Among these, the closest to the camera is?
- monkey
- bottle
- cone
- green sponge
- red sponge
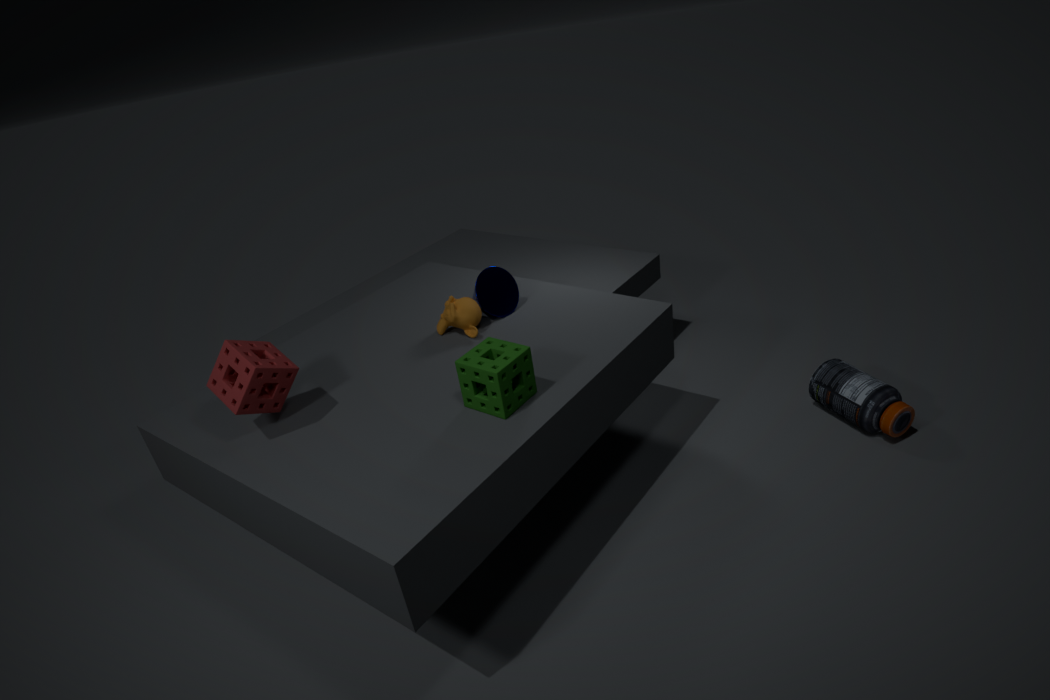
green sponge
